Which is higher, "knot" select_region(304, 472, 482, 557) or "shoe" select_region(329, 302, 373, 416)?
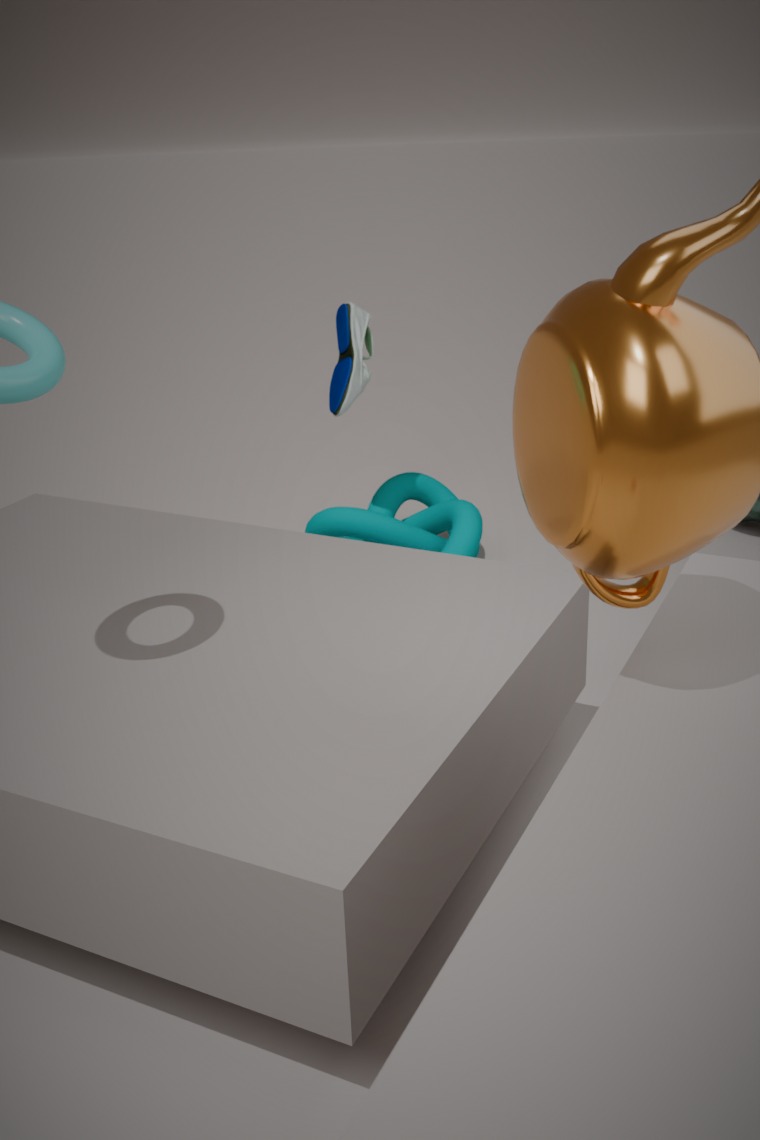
"shoe" select_region(329, 302, 373, 416)
